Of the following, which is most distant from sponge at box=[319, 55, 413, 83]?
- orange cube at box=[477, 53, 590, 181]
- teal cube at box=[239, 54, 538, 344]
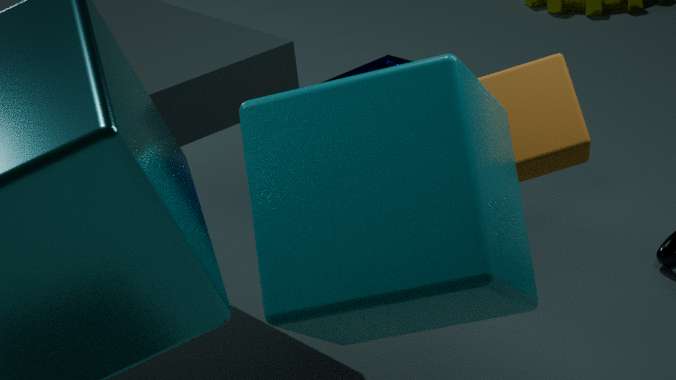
teal cube at box=[239, 54, 538, 344]
